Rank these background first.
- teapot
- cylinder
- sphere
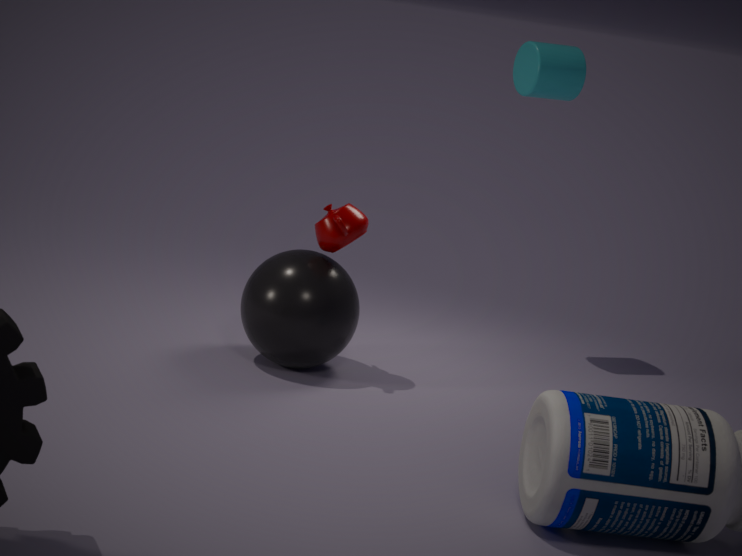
cylinder → teapot → sphere
